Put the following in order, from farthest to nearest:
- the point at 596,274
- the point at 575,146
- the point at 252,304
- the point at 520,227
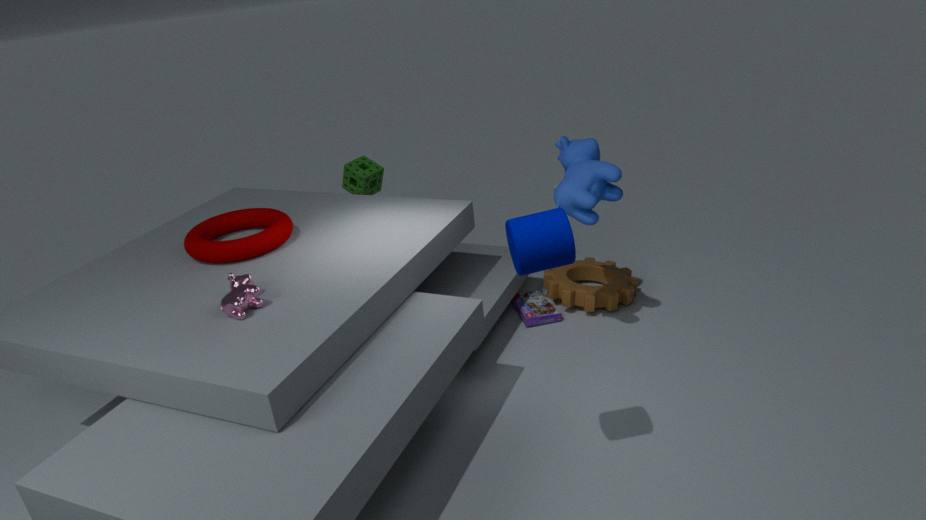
the point at 596,274, the point at 575,146, the point at 252,304, the point at 520,227
